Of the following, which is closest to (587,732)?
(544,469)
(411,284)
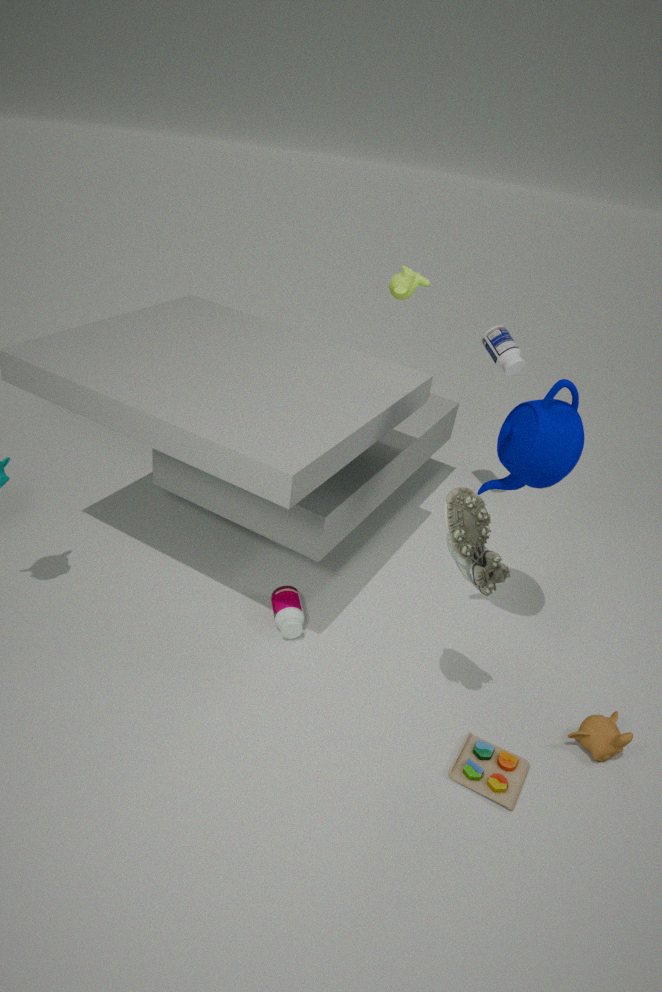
(544,469)
